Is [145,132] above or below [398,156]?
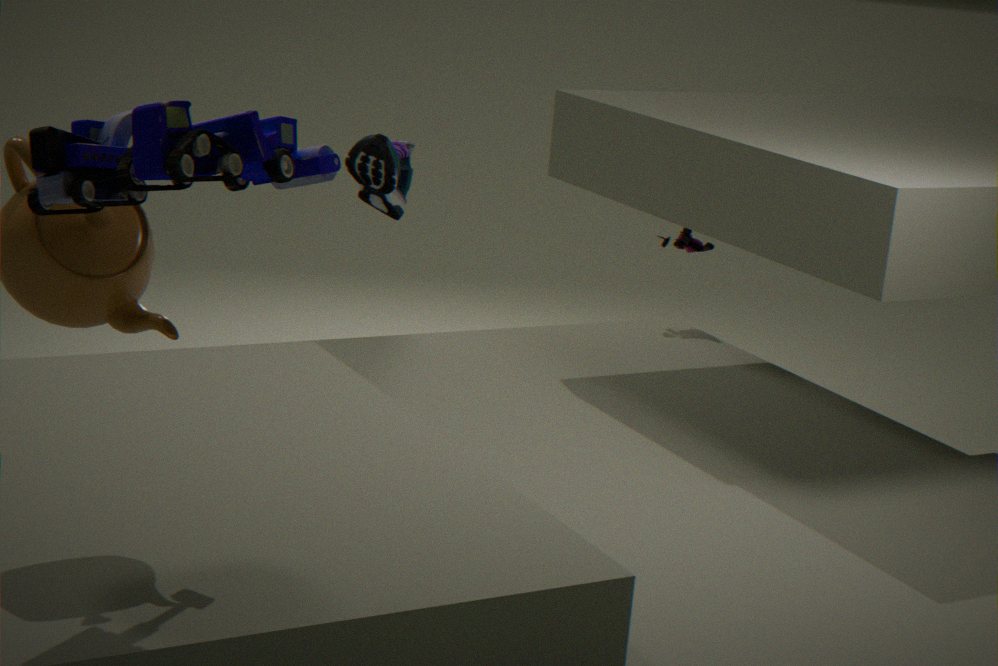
above
